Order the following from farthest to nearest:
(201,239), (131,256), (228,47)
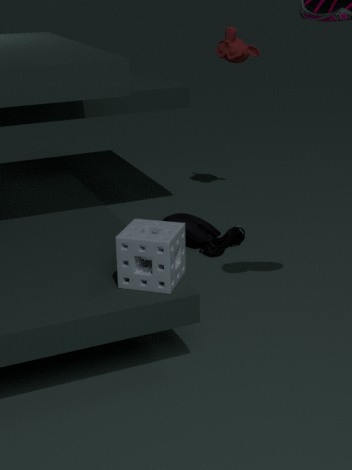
(228,47) < (201,239) < (131,256)
